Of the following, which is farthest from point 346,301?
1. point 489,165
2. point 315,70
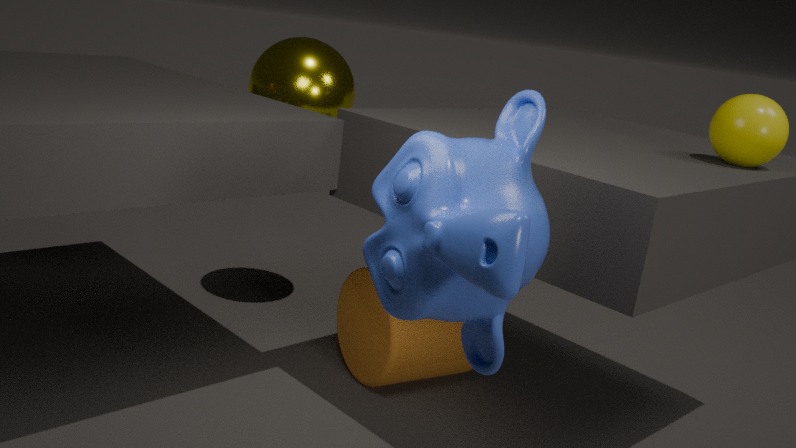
point 489,165
